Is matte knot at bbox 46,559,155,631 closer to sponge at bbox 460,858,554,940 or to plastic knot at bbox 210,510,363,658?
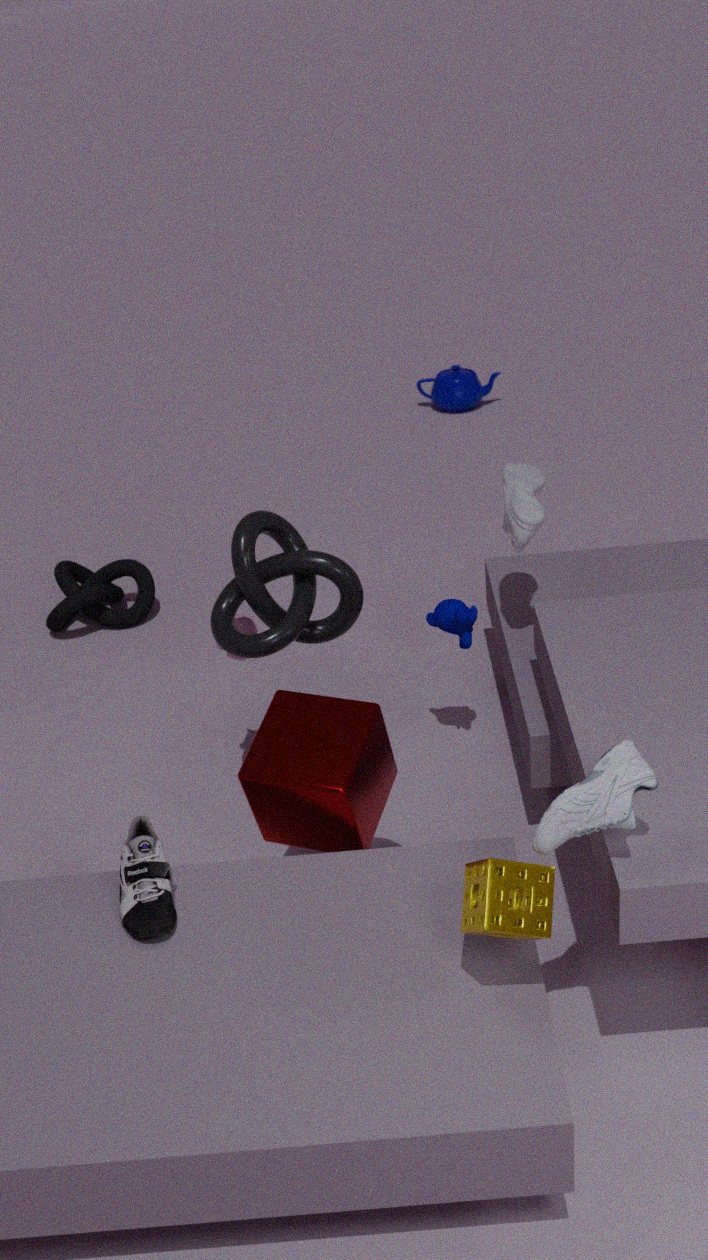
plastic knot at bbox 210,510,363,658
